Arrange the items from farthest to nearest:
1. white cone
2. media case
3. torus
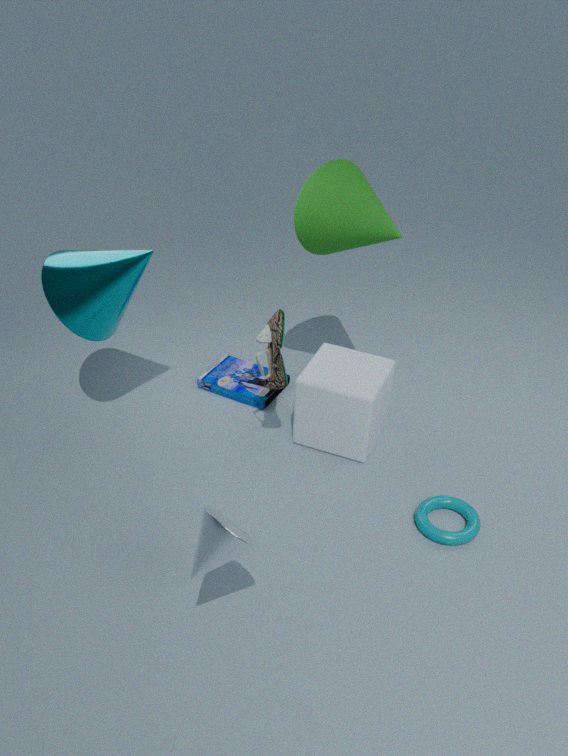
media case, torus, white cone
